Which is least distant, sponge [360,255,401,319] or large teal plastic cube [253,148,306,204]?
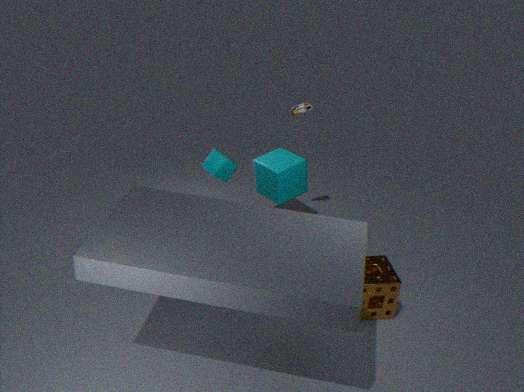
sponge [360,255,401,319]
